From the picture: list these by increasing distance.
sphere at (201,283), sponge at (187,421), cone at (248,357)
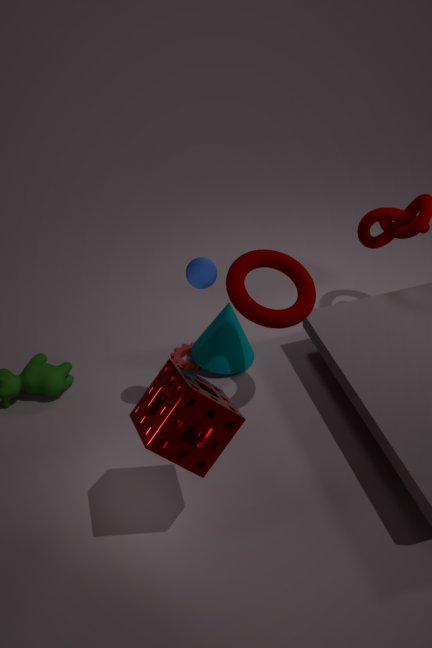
sponge at (187,421)
sphere at (201,283)
cone at (248,357)
